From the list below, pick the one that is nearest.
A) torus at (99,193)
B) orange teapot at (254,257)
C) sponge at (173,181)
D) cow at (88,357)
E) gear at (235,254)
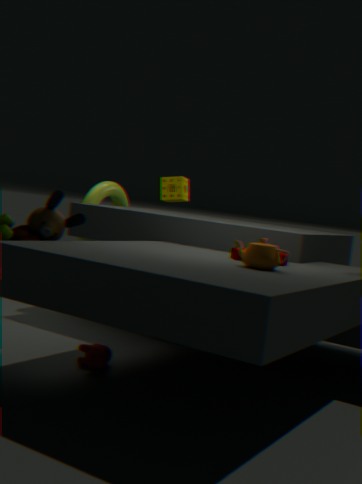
orange teapot at (254,257)
